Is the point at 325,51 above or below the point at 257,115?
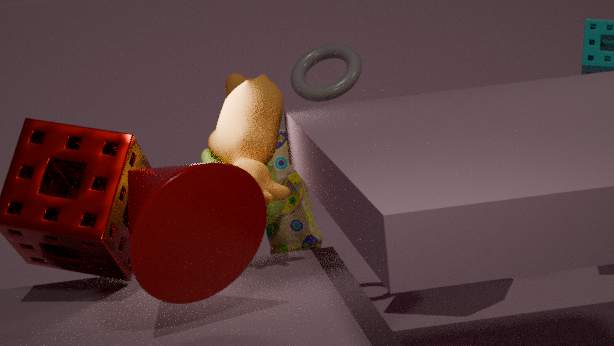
above
